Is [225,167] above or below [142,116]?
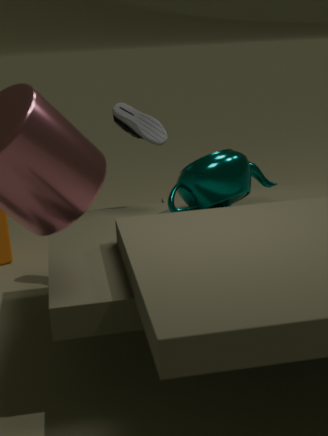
below
